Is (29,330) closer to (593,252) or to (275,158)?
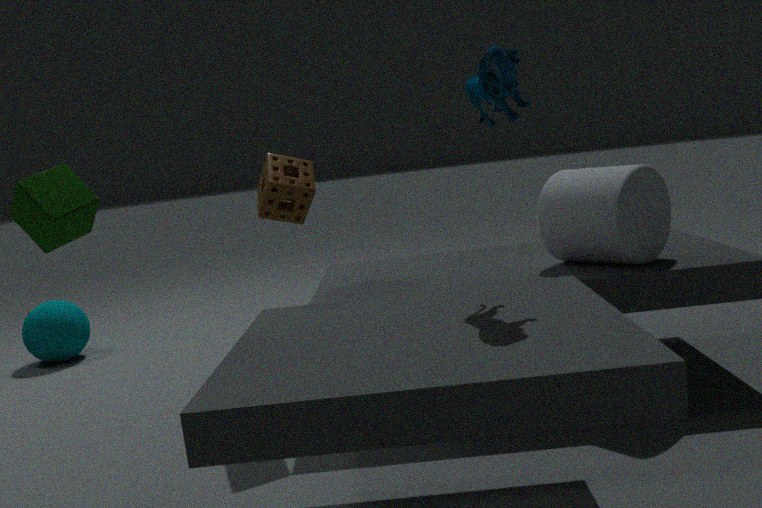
(275,158)
